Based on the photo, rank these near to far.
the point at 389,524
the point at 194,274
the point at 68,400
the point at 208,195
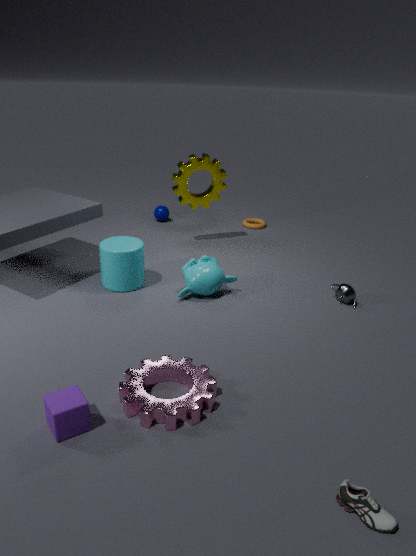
the point at 389,524
the point at 68,400
the point at 194,274
the point at 208,195
